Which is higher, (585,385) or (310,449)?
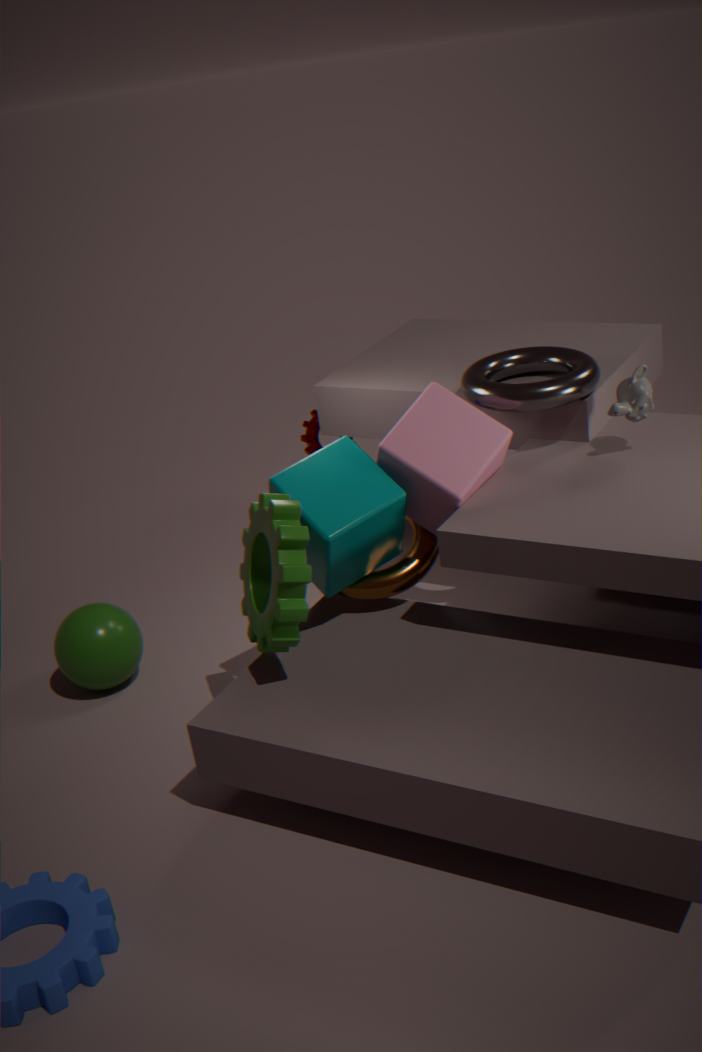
(585,385)
